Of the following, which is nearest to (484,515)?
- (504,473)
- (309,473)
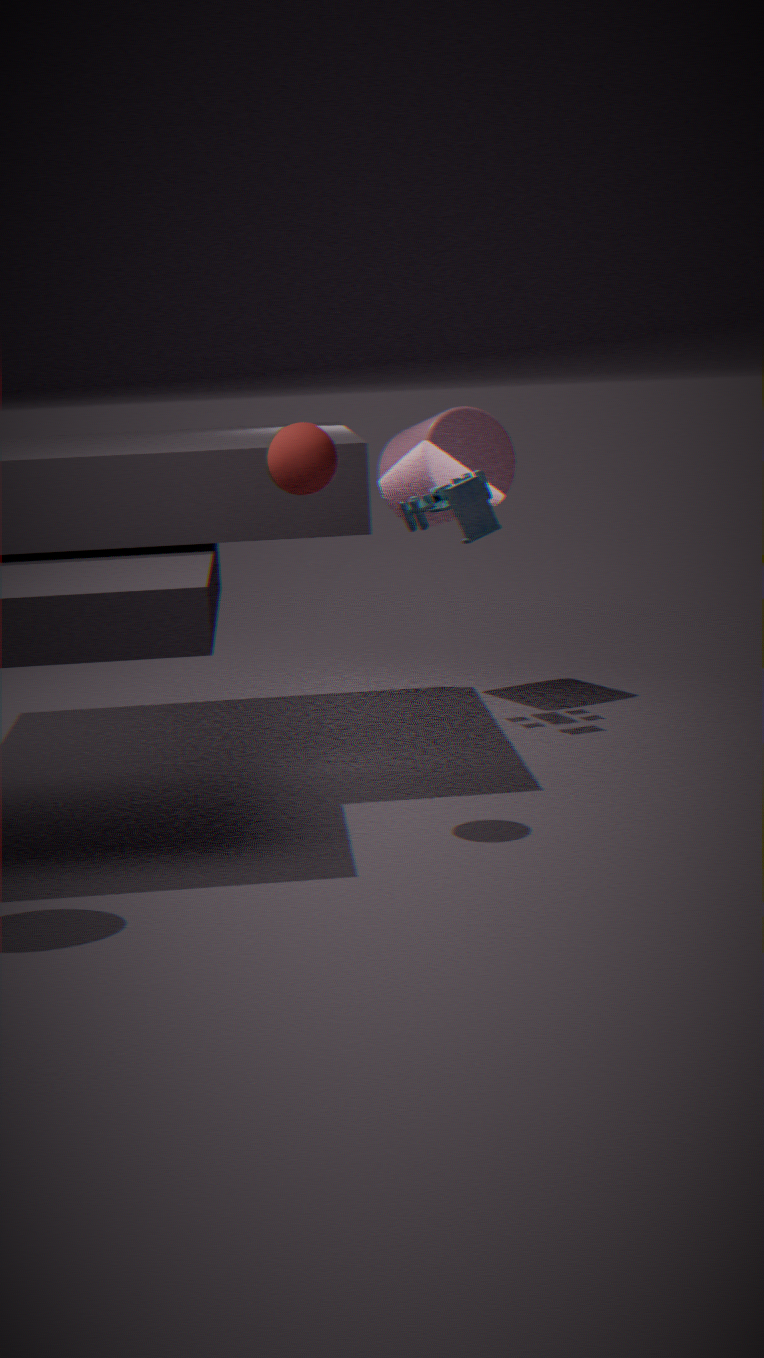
(504,473)
